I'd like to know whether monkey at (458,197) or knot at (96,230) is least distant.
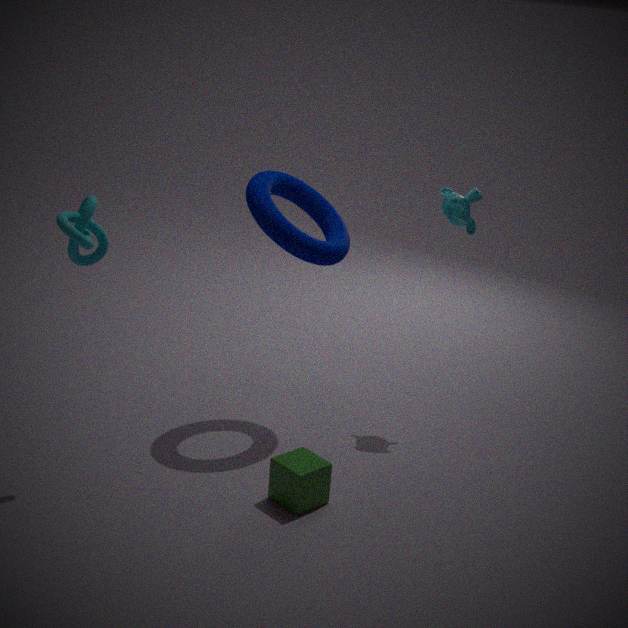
knot at (96,230)
